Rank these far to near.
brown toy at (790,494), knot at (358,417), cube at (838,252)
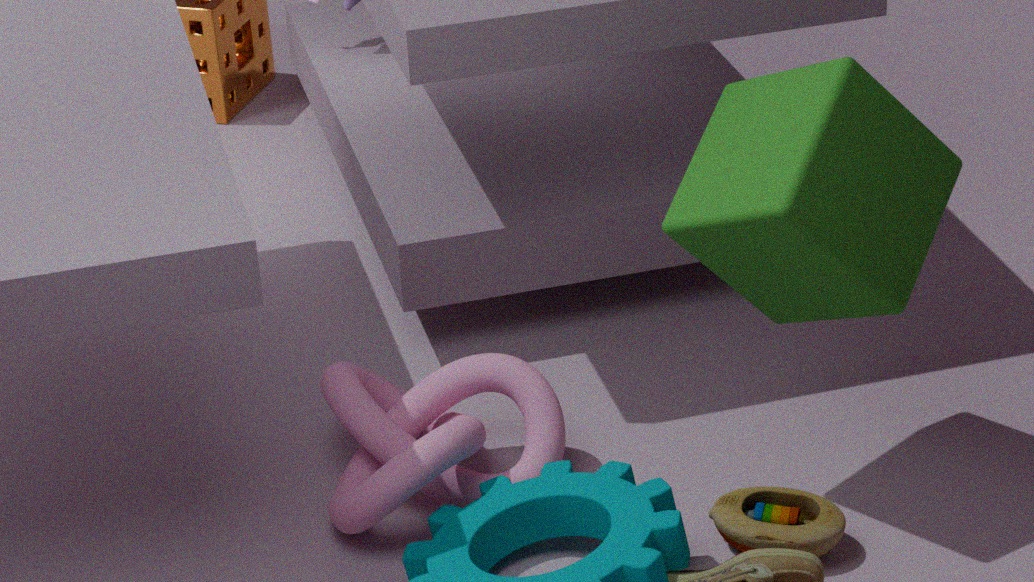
knot at (358,417) < brown toy at (790,494) < cube at (838,252)
